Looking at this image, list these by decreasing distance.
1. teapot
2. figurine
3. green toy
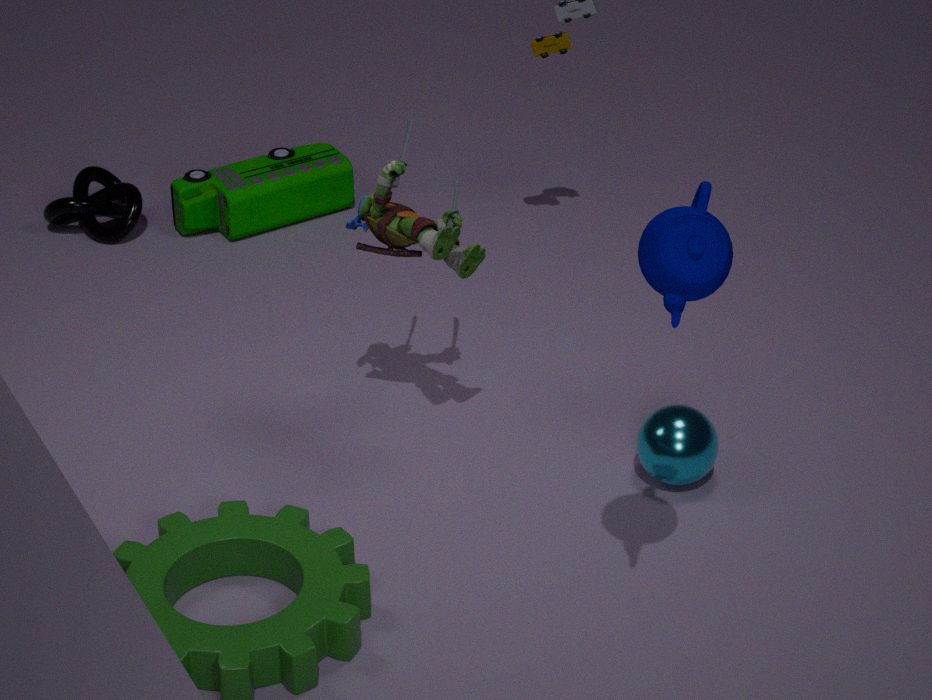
1. green toy
2. figurine
3. teapot
